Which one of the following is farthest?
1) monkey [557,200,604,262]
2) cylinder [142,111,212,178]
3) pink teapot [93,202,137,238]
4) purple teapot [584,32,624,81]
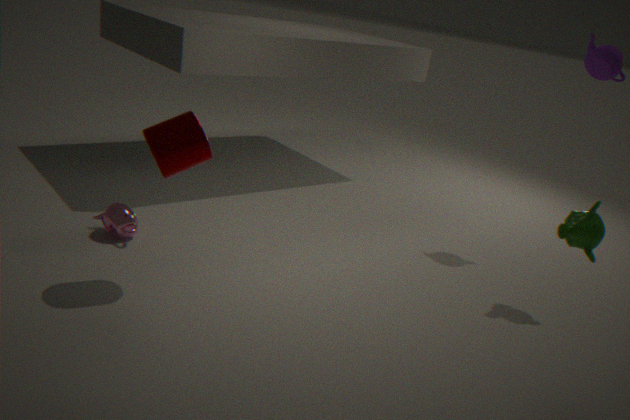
4. purple teapot [584,32,624,81]
